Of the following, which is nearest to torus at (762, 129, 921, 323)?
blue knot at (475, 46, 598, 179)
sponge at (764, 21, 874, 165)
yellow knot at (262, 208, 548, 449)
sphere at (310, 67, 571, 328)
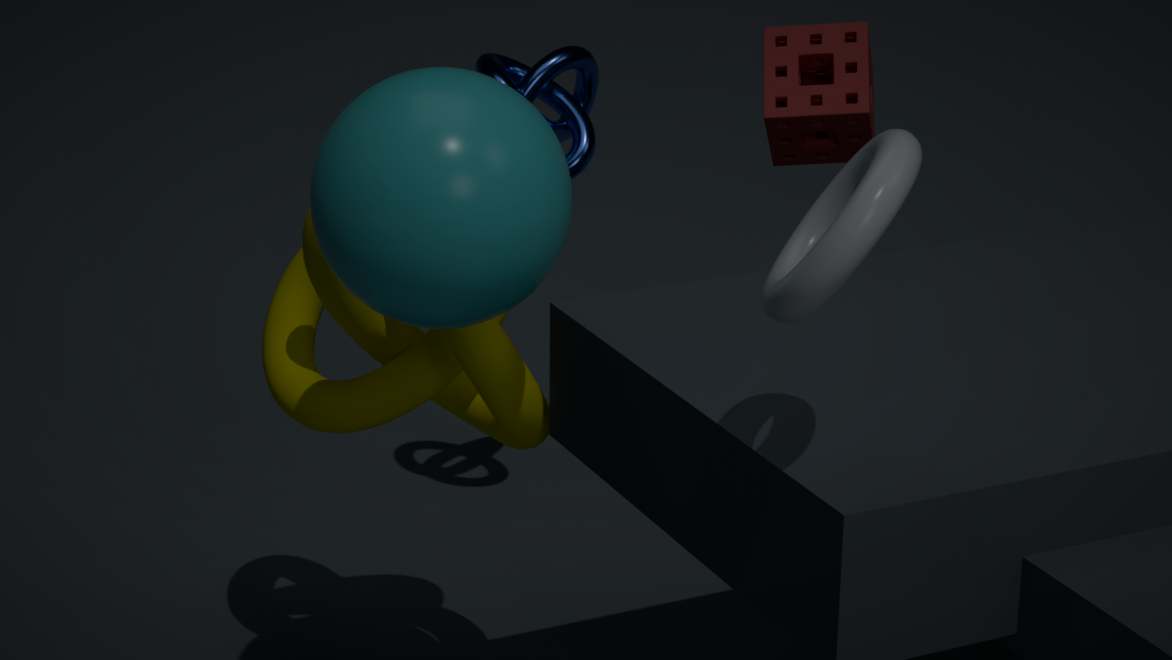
sphere at (310, 67, 571, 328)
